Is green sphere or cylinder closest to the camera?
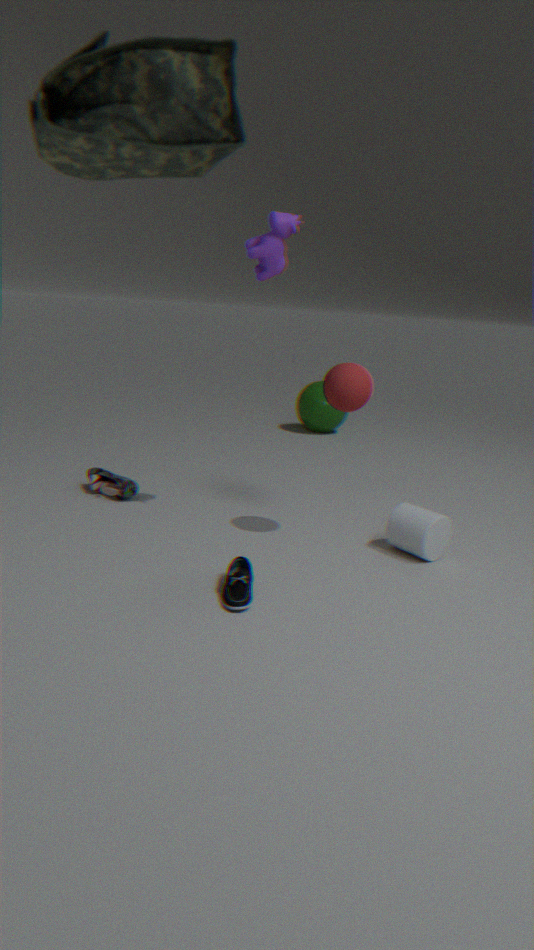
cylinder
